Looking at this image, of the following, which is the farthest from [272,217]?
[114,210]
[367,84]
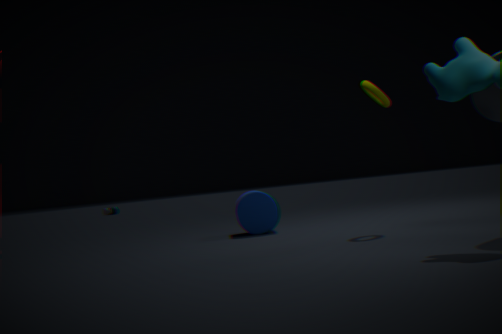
[114,210]
